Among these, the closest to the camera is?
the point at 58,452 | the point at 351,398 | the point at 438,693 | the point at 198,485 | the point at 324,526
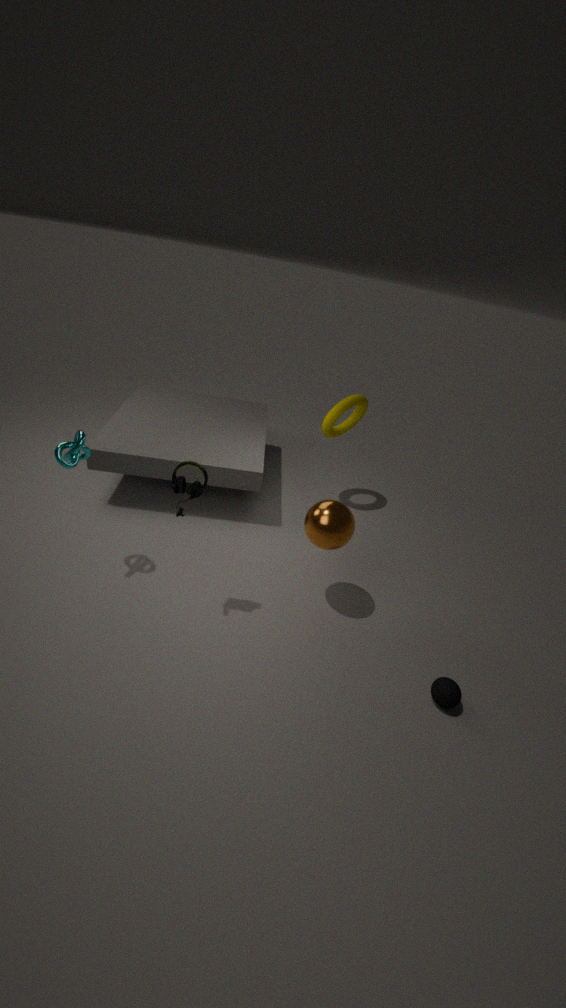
the point at 198,485
